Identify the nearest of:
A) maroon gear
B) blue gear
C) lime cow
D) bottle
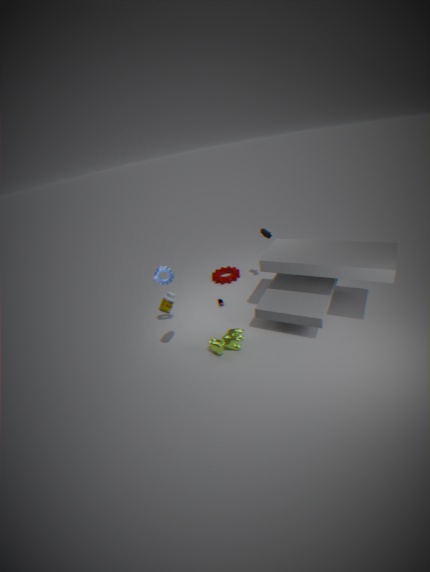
bottle
